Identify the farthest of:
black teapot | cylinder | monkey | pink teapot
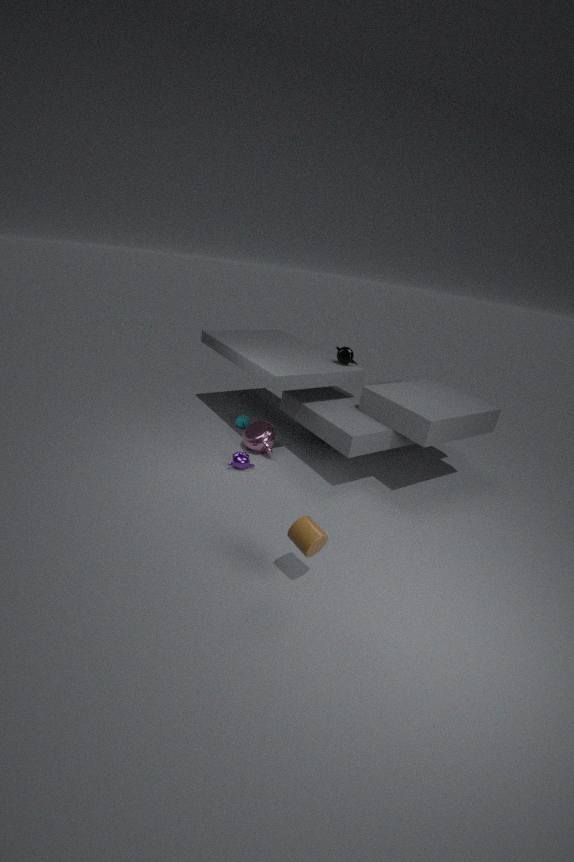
black teapot
